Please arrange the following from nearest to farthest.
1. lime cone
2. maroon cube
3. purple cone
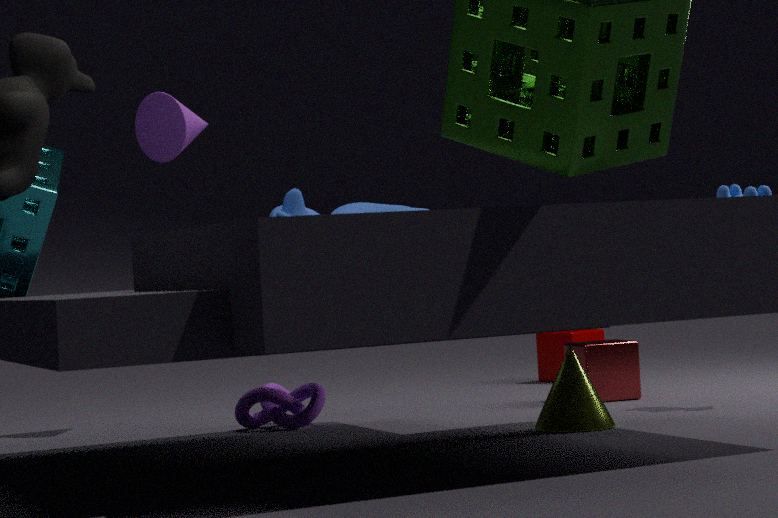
lime cone < purple cone < maroon cube
